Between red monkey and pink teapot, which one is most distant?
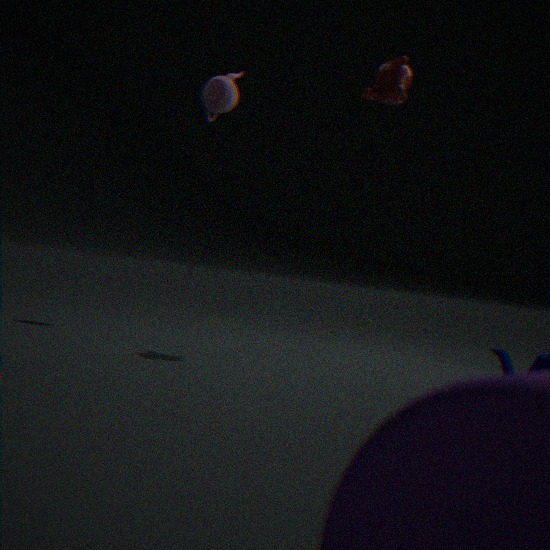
pink teapot
